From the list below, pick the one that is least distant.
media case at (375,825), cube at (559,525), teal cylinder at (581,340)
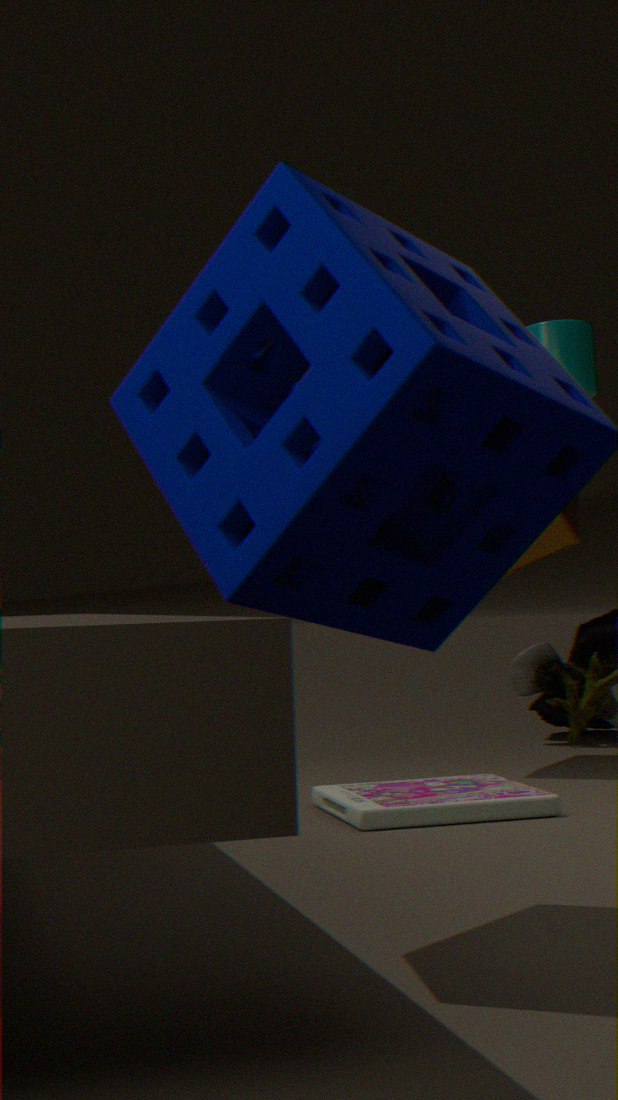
media case at (375,825)
